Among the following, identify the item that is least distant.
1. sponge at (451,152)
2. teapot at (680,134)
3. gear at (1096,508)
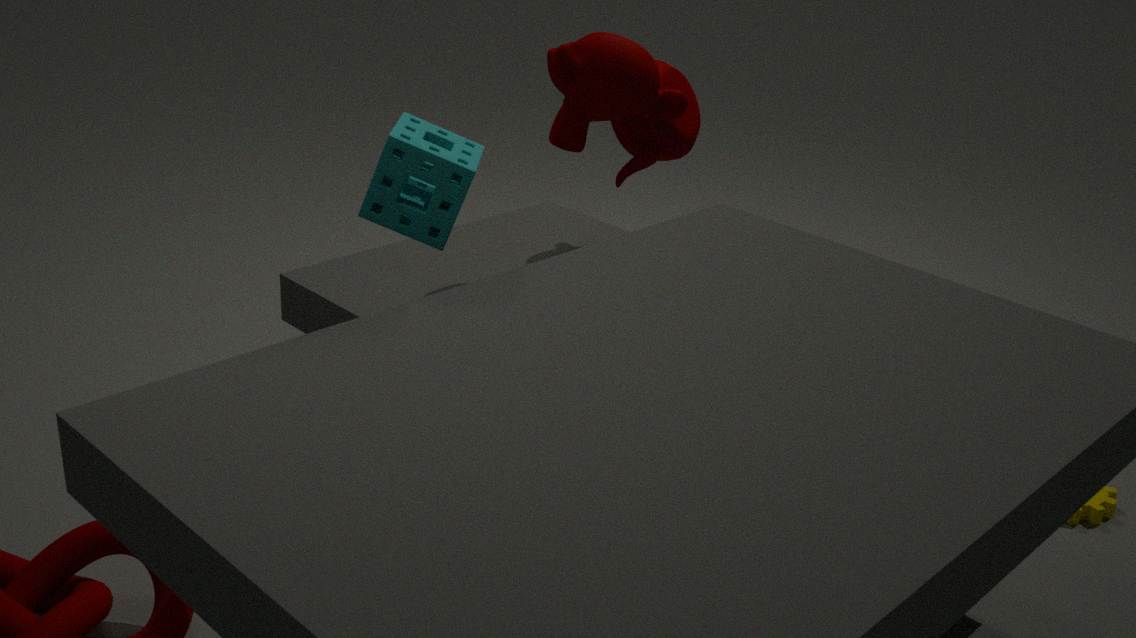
sponge at (451,152)
